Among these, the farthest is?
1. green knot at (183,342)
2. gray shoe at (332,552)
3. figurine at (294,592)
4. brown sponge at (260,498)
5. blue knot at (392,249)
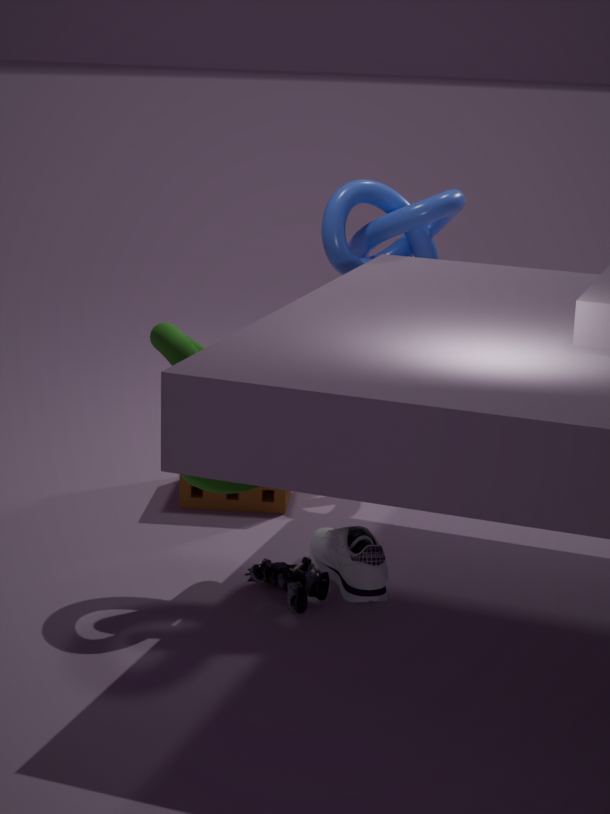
blue knot at (392,249)
